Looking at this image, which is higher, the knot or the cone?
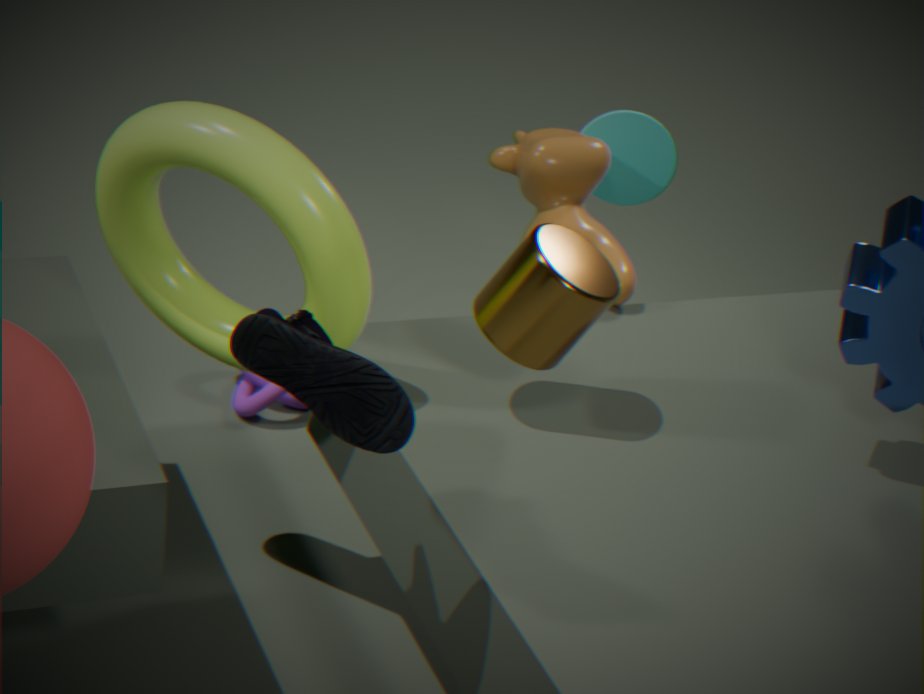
the cone
